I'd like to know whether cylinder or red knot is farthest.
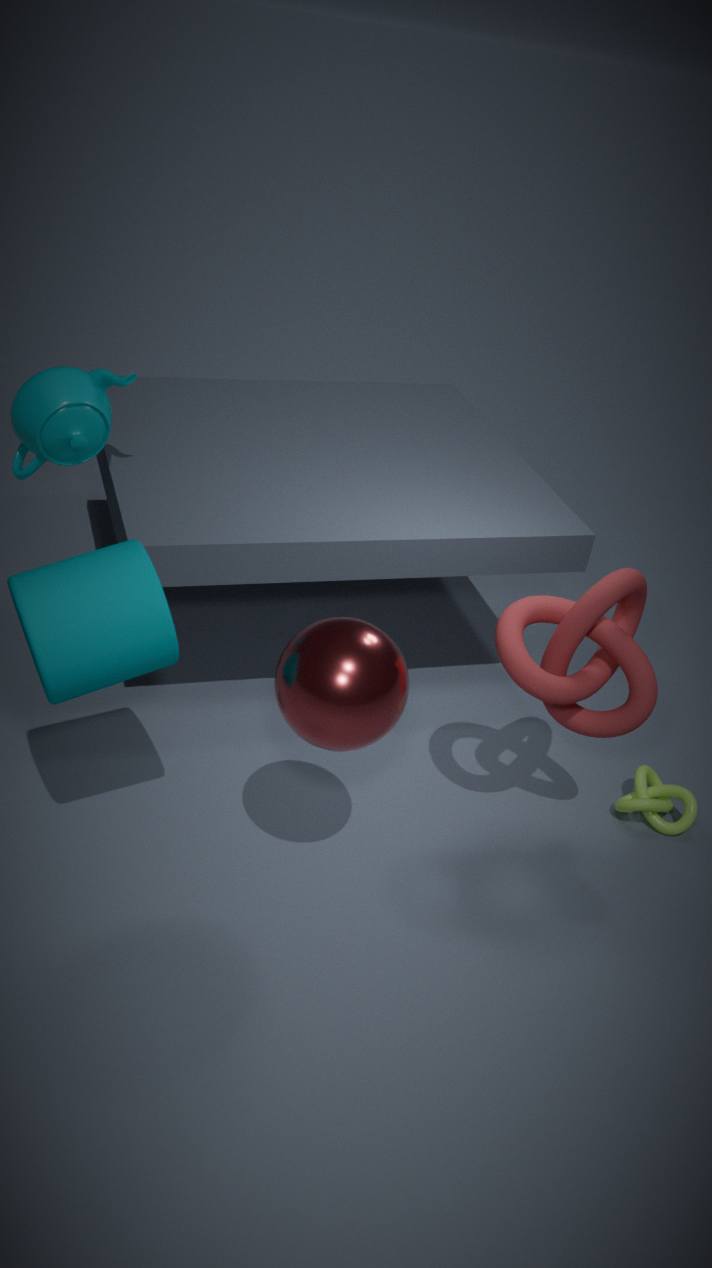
red knot
